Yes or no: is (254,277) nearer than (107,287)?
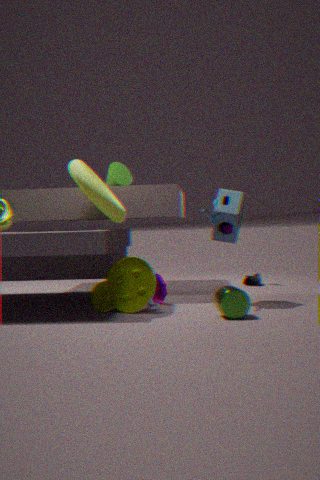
No
